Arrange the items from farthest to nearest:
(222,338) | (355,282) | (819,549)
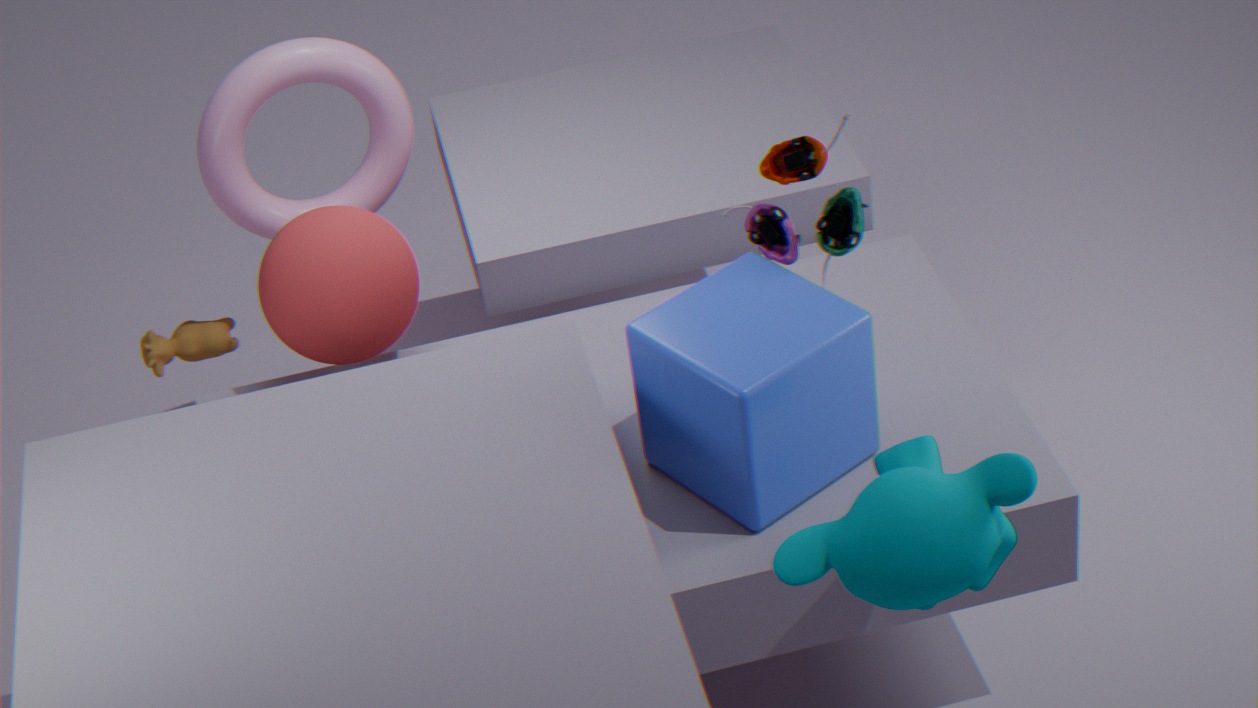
(222,338) → (355,282) → (819,549)
